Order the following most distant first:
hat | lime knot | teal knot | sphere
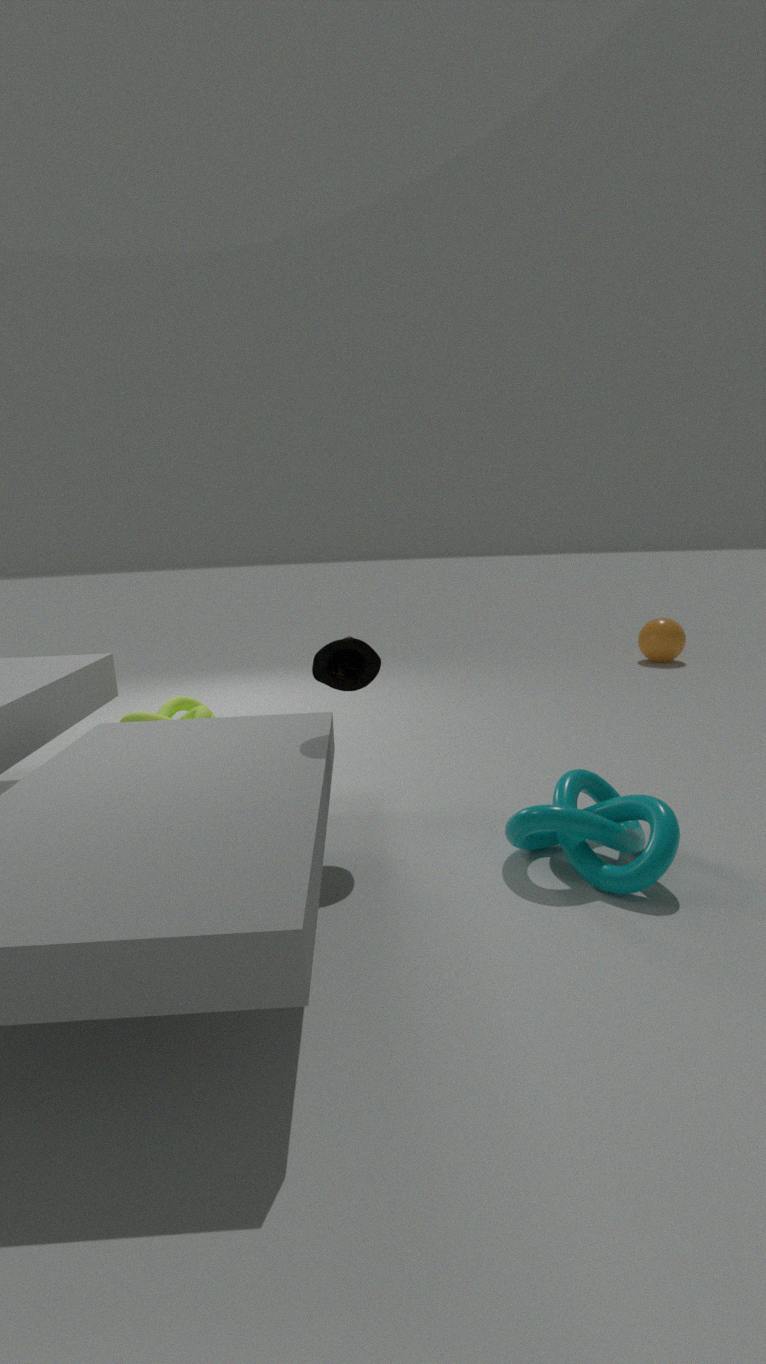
sphere
lime knot
hat
teal knot
